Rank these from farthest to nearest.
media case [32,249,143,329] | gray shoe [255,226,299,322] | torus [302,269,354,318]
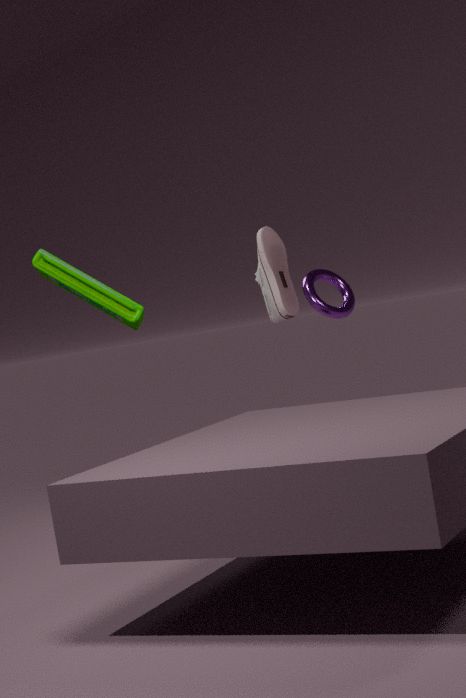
torus [302,269,354,318]
gray shoe [255,226,299,322]
media case [32,249,143,329]
